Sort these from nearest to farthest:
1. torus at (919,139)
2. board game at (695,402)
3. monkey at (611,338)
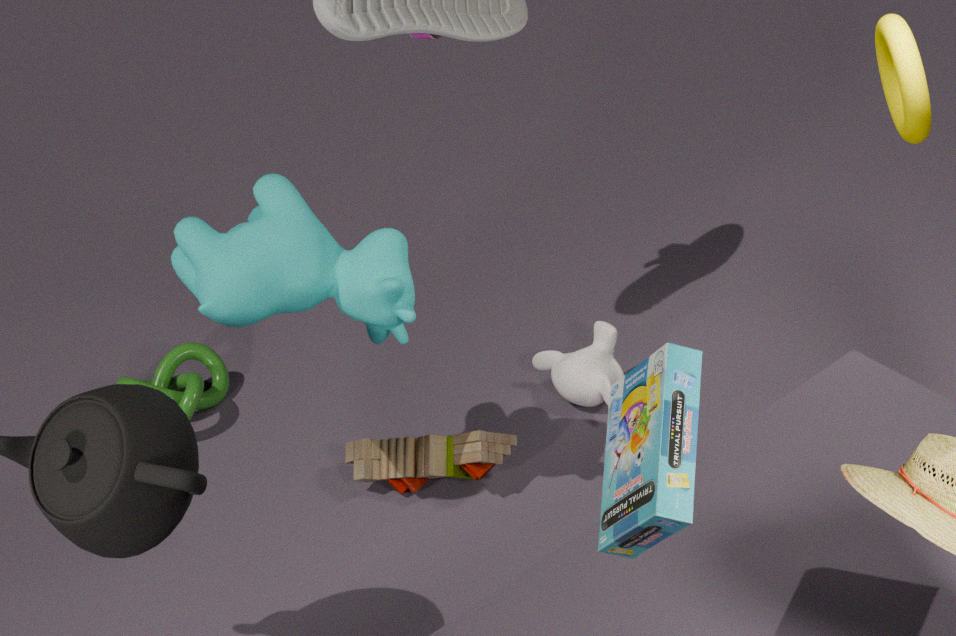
board game at (695,402)
torus at (919,139)
monkey at (611,338)
